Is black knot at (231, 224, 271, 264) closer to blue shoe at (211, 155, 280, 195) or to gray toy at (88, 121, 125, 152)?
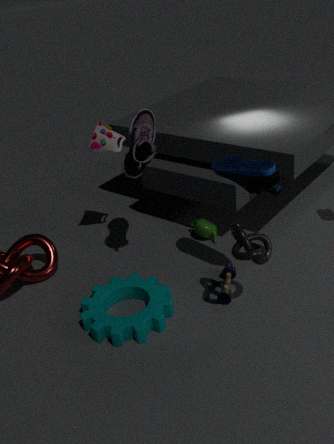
blue shoe at (211, 155, 280, 195)
